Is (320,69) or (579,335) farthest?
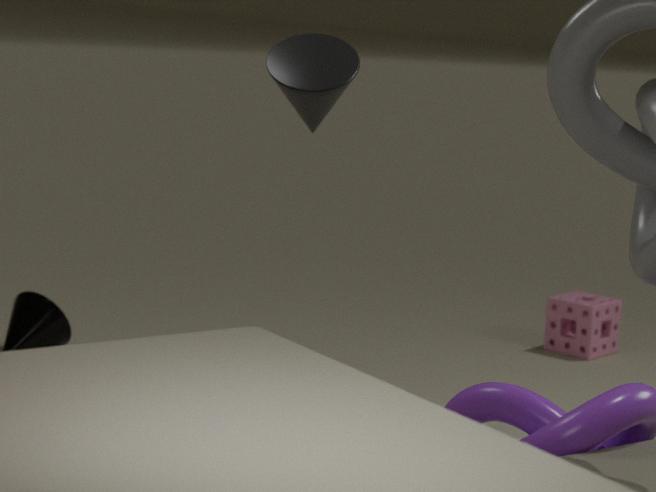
(579,335)
